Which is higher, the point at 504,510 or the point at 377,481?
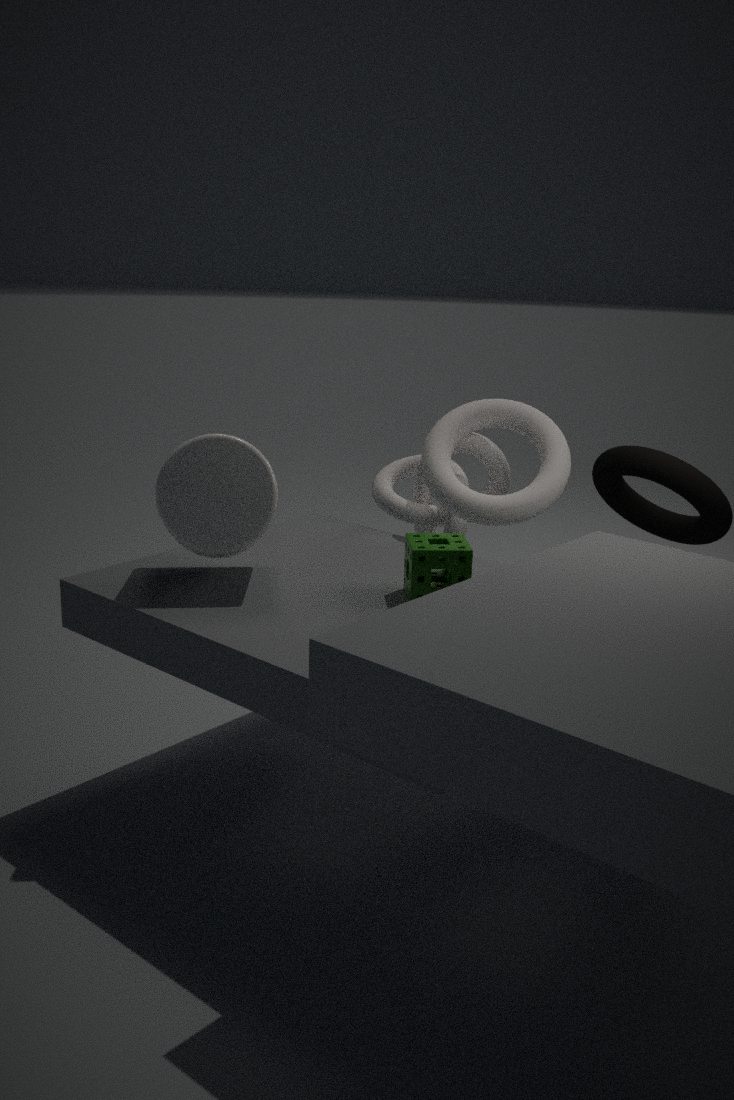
the point at 504,510
